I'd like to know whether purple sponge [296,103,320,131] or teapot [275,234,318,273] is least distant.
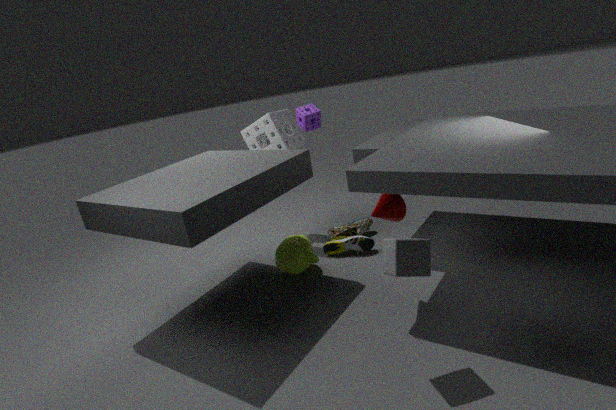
teapot [275,234,318,273]
